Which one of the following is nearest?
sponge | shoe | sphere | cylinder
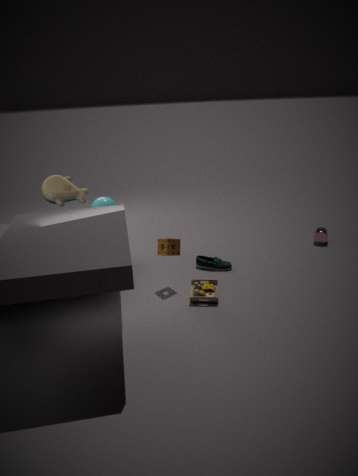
sponge
